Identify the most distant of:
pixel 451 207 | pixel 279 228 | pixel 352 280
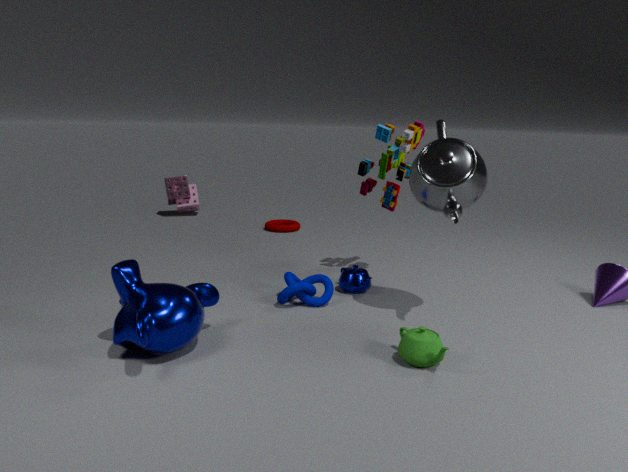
pixel 279 228
